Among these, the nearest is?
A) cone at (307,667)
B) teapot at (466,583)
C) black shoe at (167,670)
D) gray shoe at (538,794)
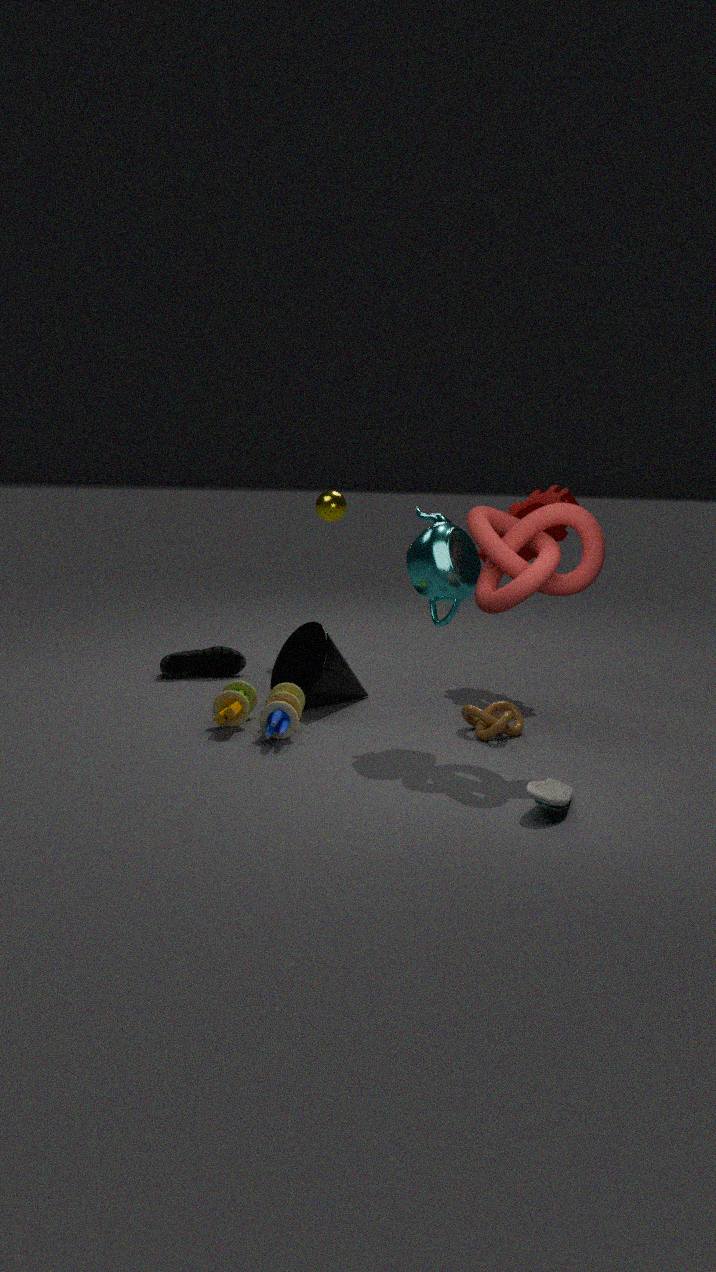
gray shoe at (538,794)
